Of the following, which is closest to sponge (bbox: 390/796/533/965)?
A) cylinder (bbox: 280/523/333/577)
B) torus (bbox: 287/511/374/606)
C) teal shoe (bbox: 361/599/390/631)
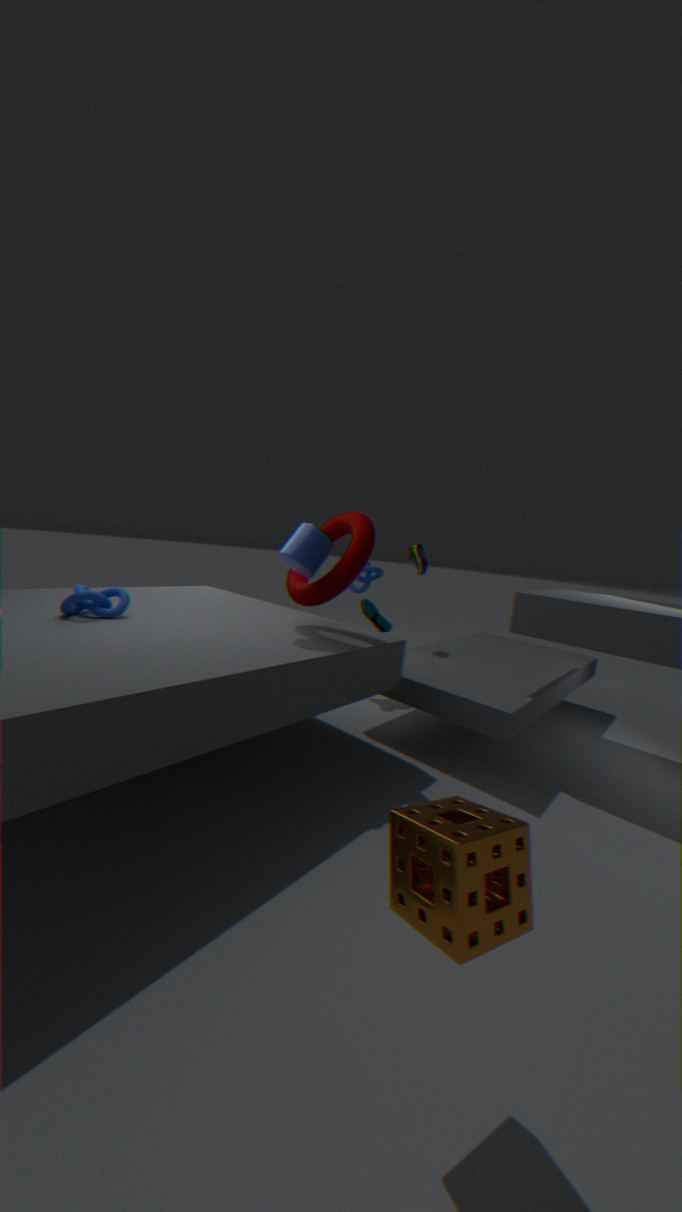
torus (bbox: 287/511/374/606)
